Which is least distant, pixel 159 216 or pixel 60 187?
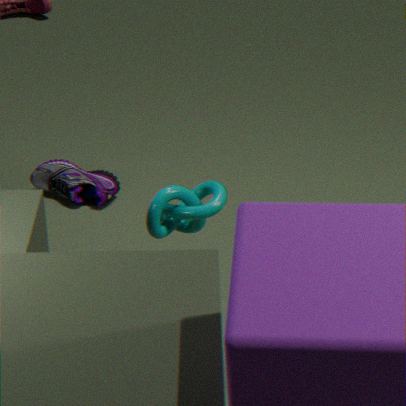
pixel 159 216
